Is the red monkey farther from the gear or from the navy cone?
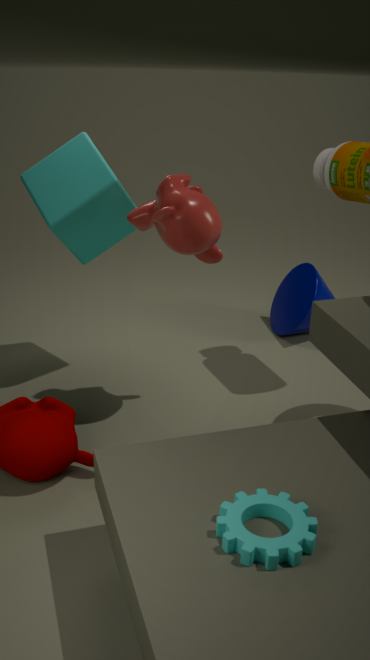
the gear
